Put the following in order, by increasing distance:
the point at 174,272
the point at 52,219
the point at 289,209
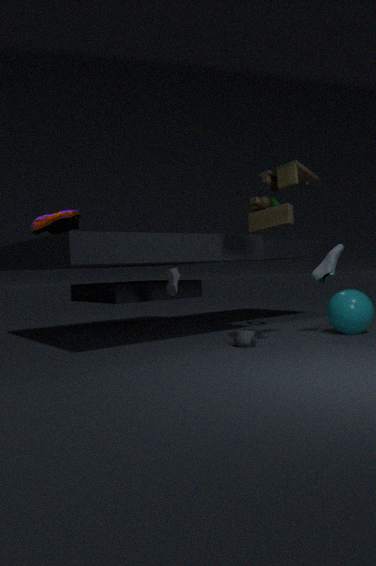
the point at 289,209 < the point at 174,272 < the point at 52,219
